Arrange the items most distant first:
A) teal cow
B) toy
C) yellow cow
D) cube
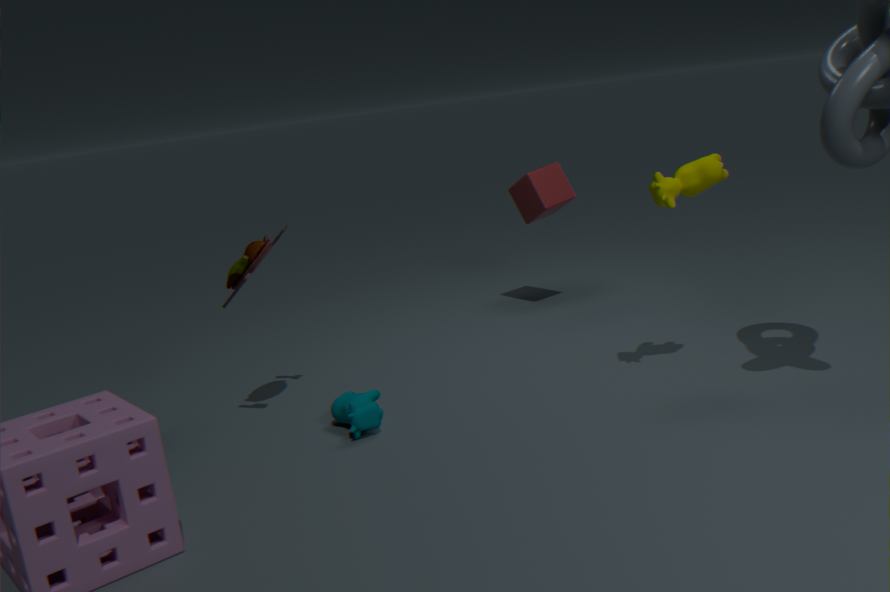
cube, toy, teal cow, yellow cow
